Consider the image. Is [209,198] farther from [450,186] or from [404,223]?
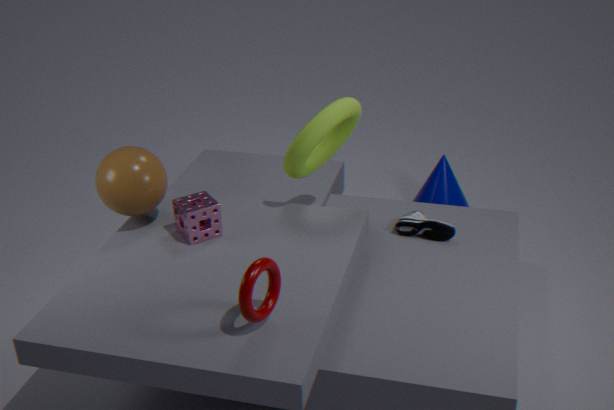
[450,186]
